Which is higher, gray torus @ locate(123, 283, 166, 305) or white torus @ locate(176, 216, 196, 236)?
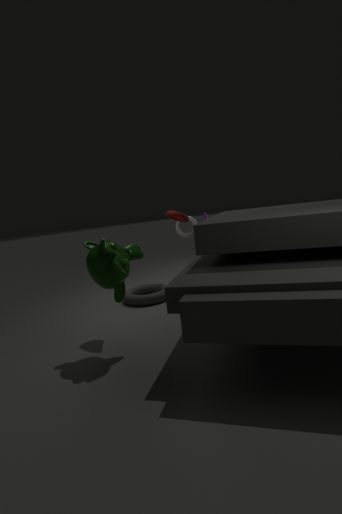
white torus @ locate(176, 216, 196, 236)
